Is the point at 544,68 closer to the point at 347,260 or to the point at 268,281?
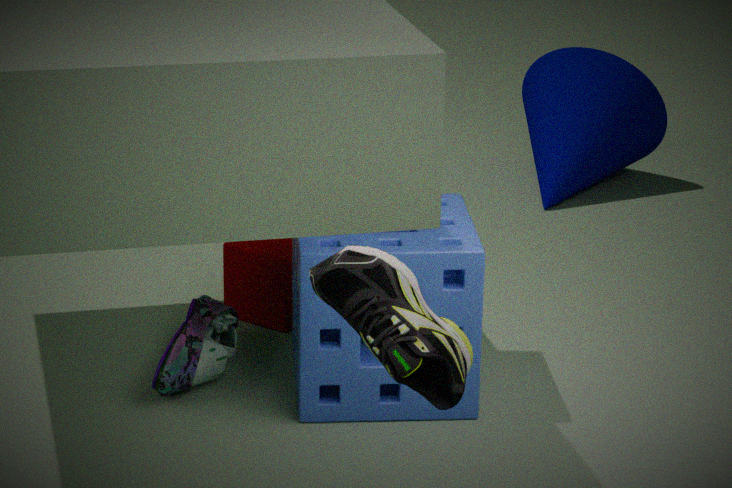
the point at 268,281
